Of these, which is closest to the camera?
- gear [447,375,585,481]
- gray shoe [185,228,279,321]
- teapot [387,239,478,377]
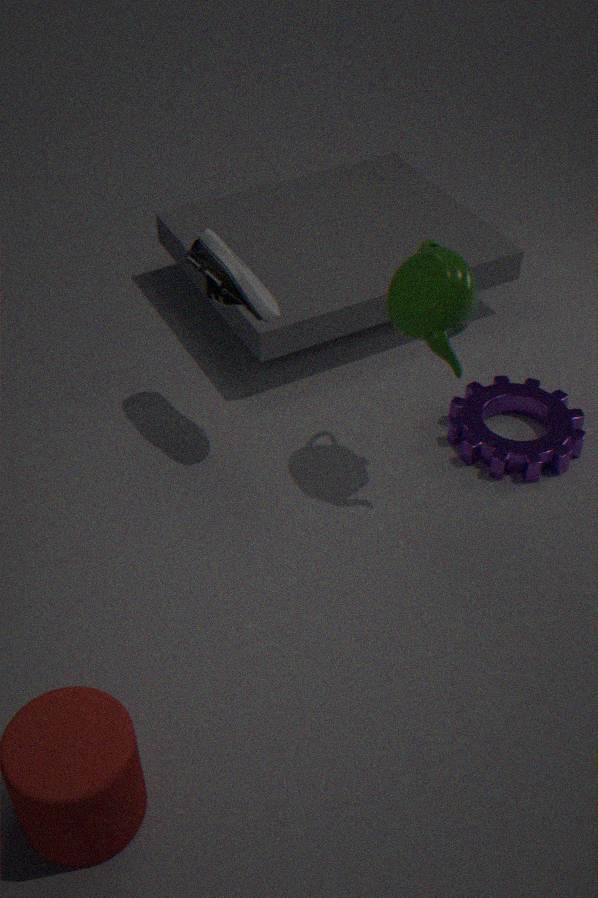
teapot [387,239,478,377]
